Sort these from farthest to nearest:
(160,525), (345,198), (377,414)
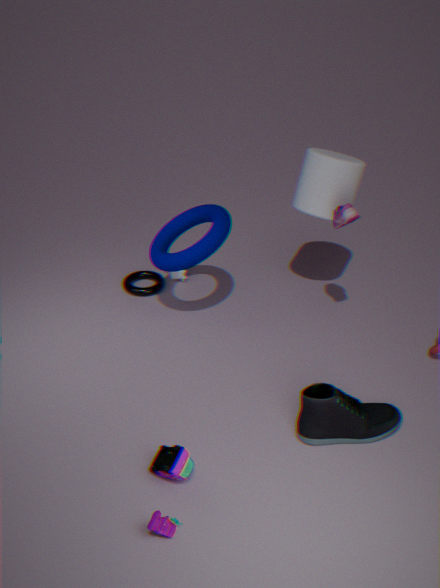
1. (345,198)
2. (377,414)
3. (160,525)
